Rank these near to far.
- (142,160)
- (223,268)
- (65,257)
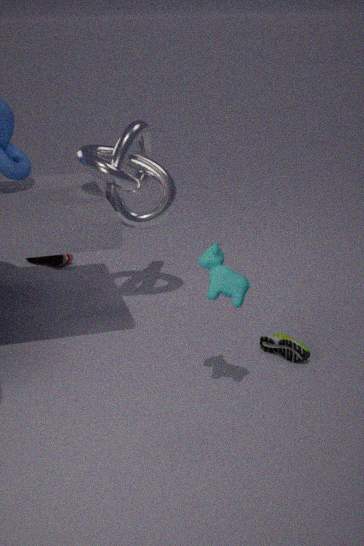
(223,268) < (142,160) < (65,257)
